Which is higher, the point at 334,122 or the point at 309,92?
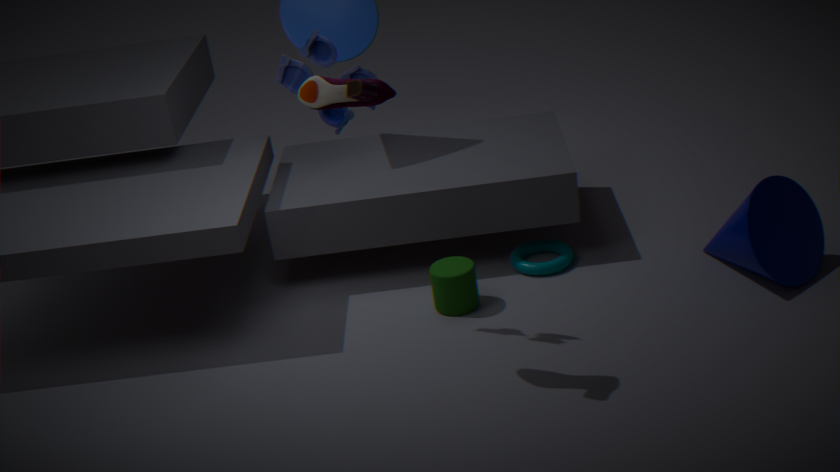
the point at 309,92
